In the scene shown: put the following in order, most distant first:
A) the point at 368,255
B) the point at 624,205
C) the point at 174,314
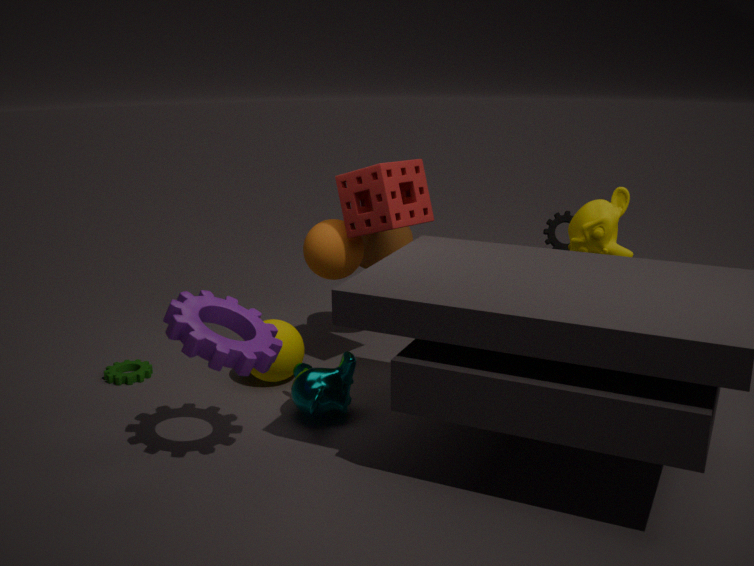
1. the point at 368,255
2. the point at 624,205
3. the point at 174,314
